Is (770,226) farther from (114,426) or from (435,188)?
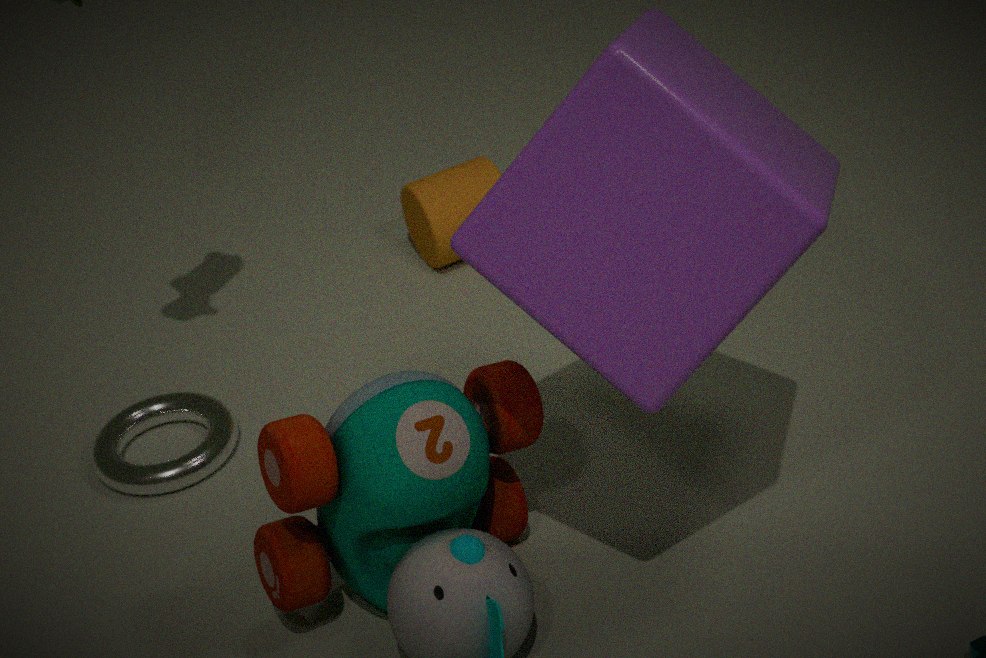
(435,188)
